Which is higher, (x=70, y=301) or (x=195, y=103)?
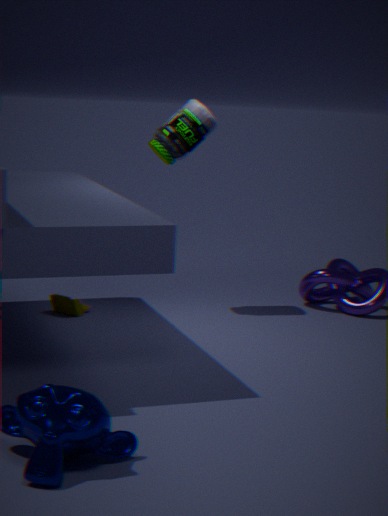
(x=195, y=103)
